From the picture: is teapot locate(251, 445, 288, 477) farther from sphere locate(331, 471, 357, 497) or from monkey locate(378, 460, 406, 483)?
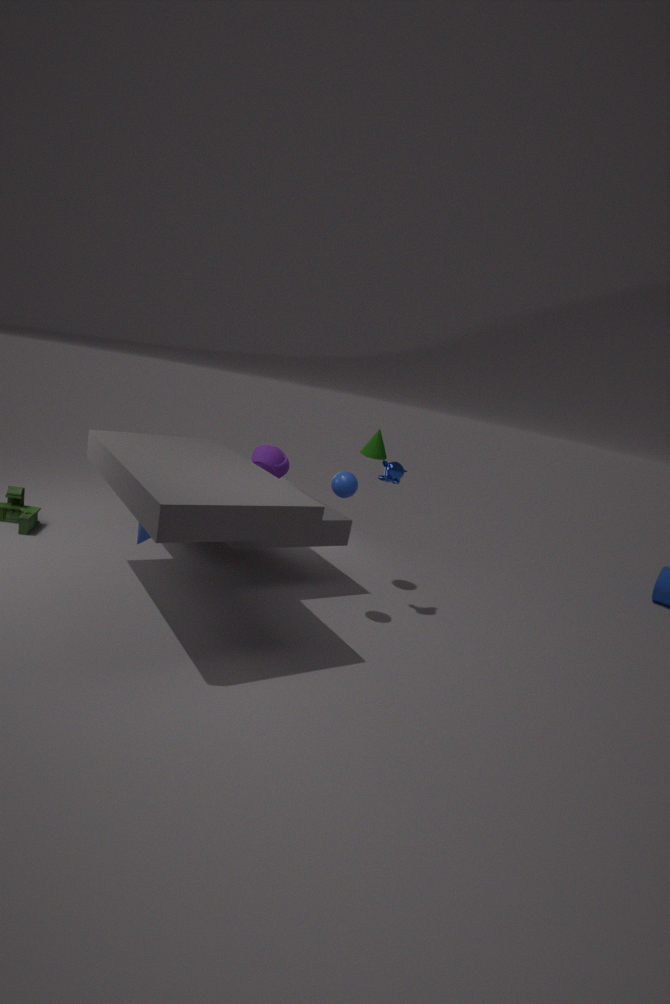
monkey locate(378, 460, 406, 483)
